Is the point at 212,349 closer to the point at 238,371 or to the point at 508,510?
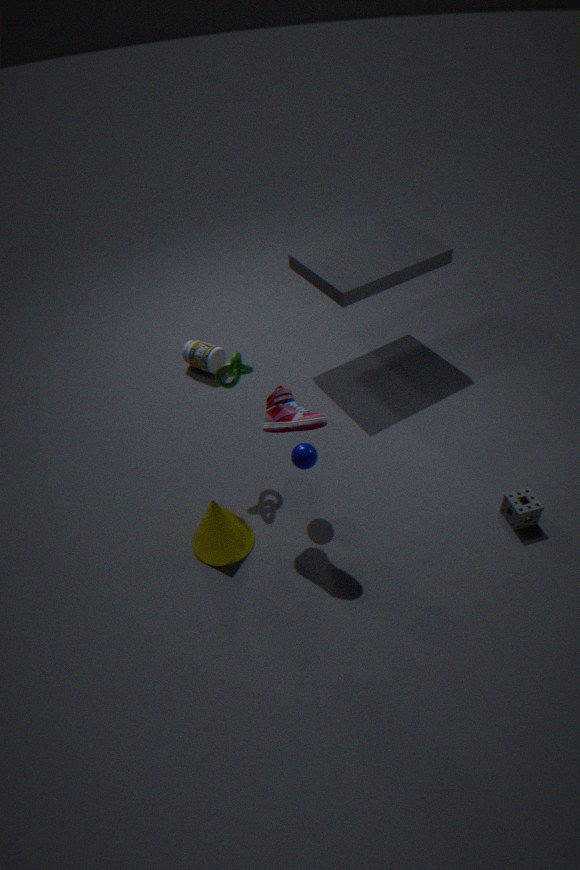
the point at 238,371
